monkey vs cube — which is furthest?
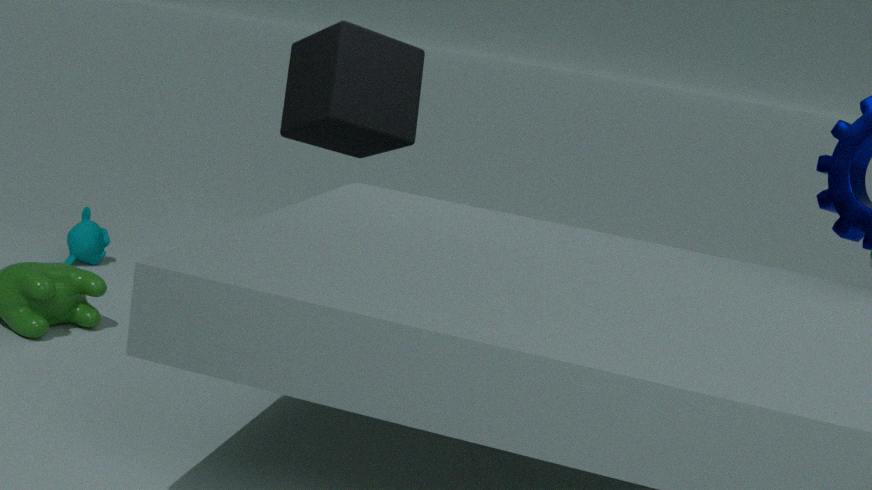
monkey
